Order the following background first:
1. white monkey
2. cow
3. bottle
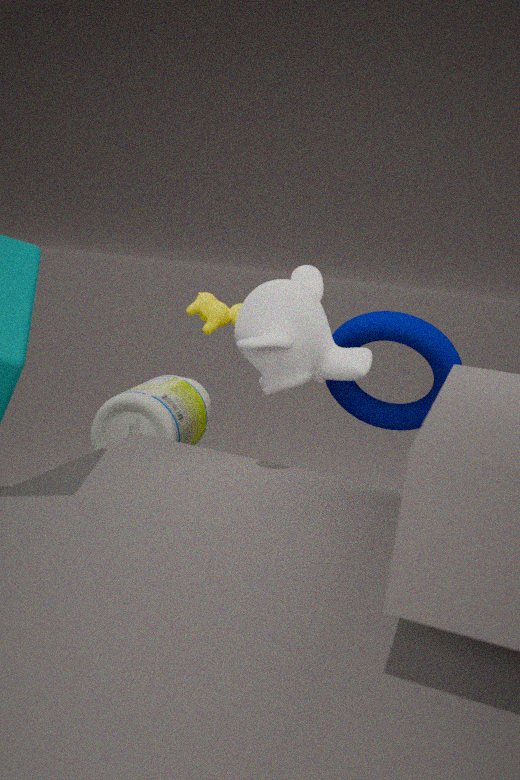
cow, bottle, white monkey
